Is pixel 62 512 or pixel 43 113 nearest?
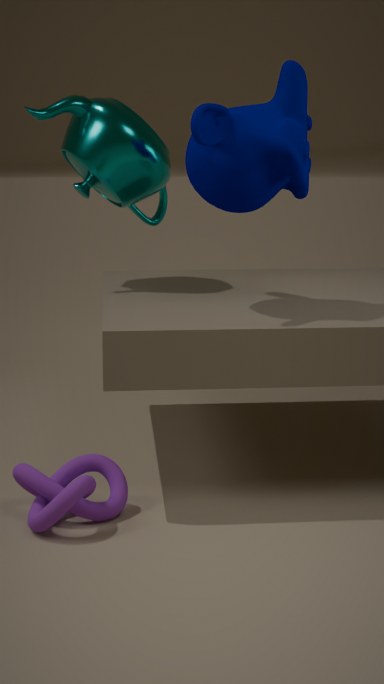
pixel 62 512
